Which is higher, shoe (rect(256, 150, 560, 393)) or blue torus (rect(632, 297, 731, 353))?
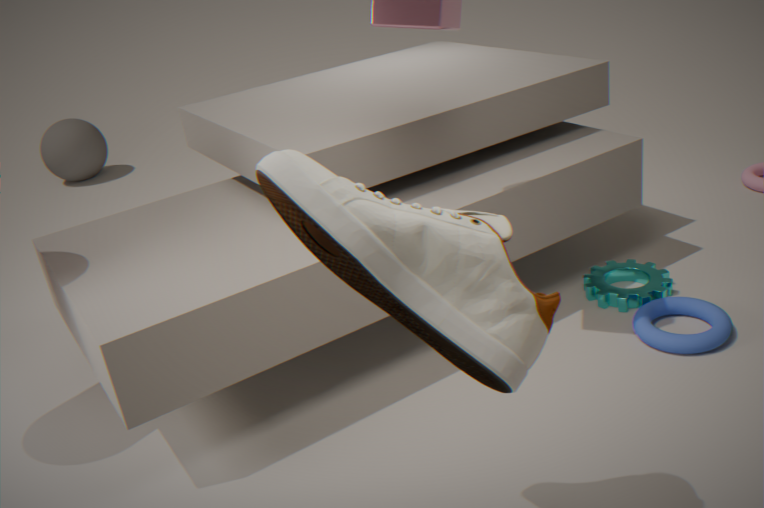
shoe (rect(256, 150, 560, 393))
